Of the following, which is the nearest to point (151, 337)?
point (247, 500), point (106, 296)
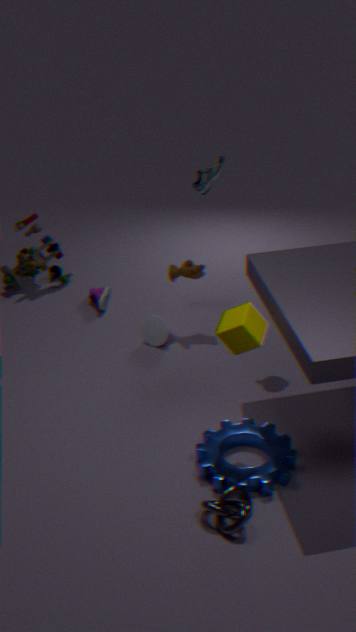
point (106, 296)
